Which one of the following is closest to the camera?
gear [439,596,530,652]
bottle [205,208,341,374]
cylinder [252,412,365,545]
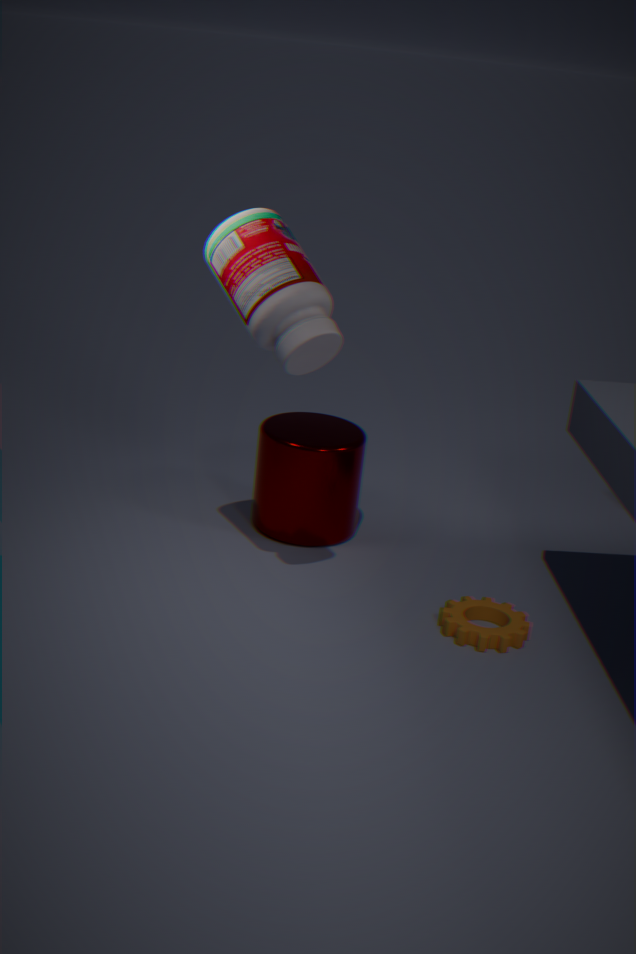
bottle [205,208,341,374]
